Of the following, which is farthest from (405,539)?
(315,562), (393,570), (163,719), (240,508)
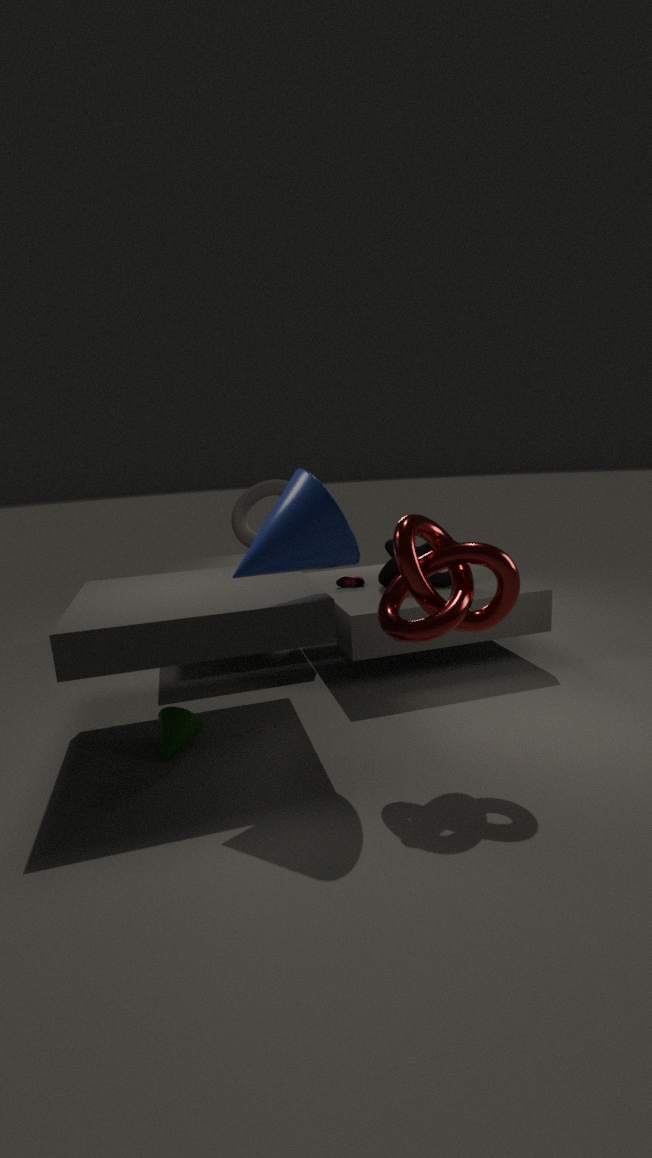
(240,508)
